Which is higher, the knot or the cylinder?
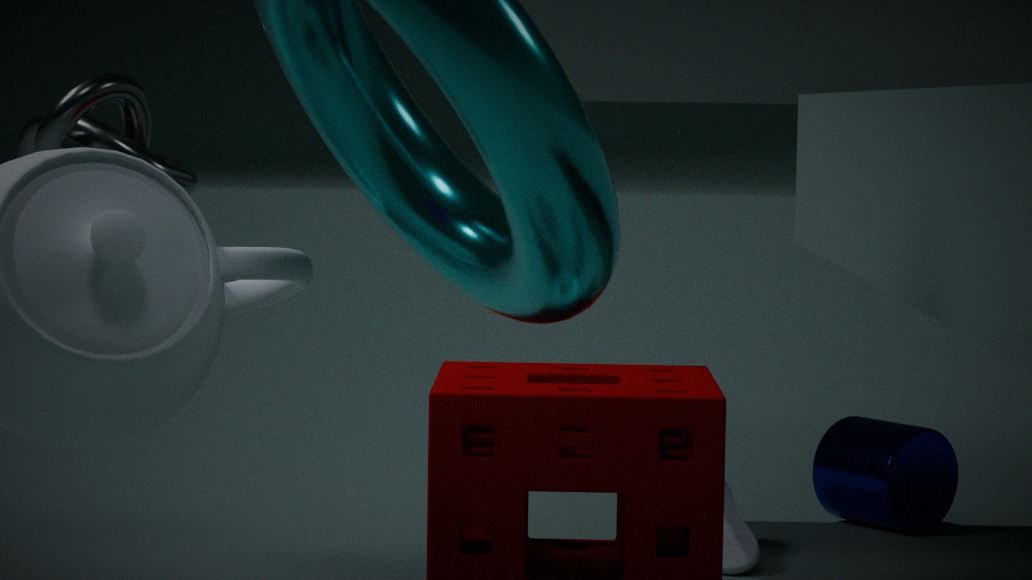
the knot
